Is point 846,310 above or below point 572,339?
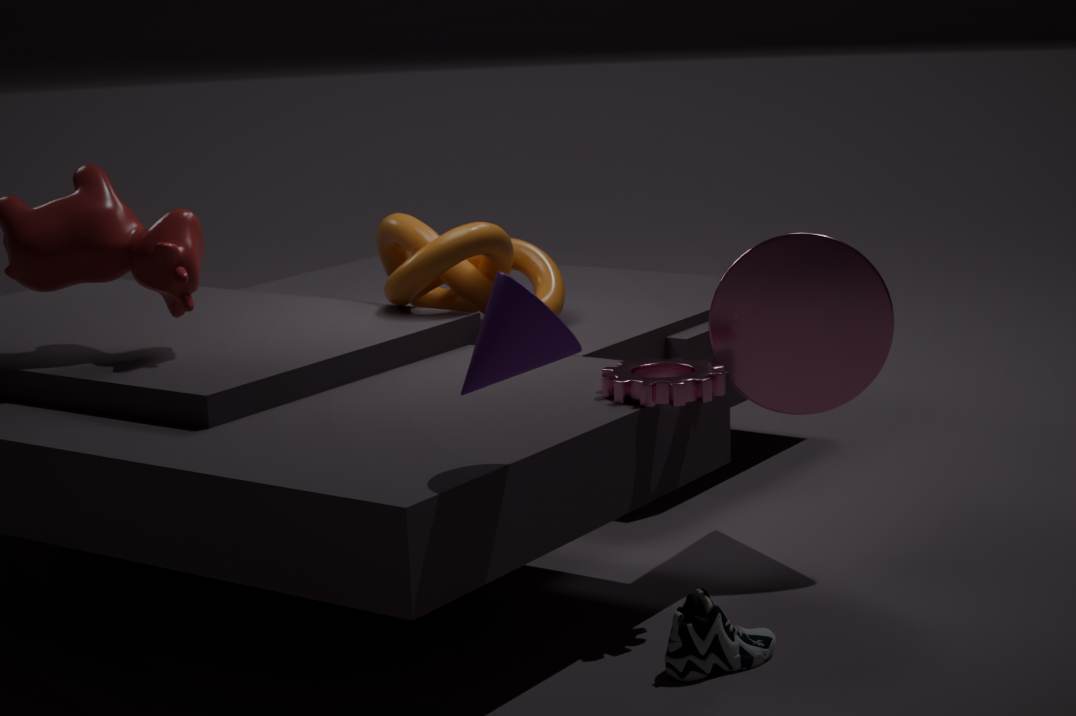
below
